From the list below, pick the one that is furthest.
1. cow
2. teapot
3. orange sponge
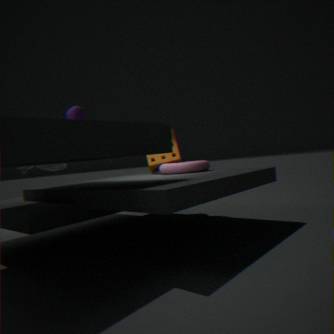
orange sponge
